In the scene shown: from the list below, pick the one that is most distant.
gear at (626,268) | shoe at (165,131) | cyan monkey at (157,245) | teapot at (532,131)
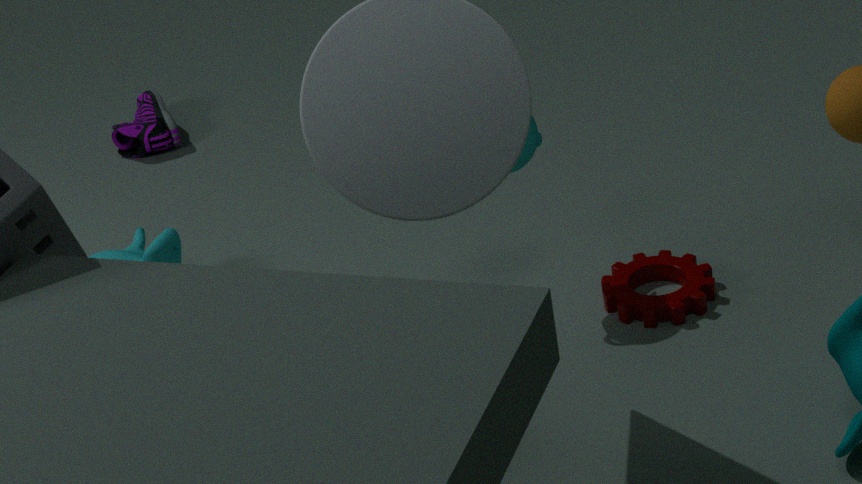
shoe at (165,131)
